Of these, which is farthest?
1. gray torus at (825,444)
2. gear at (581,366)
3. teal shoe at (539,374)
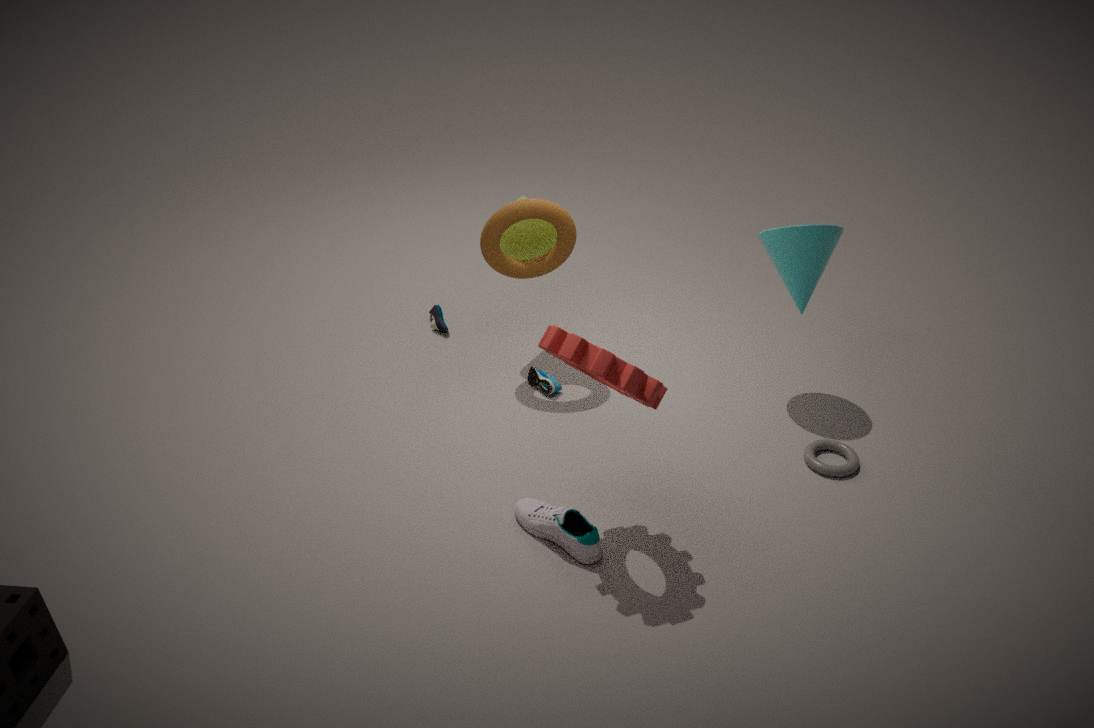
teal shoe at (539,374)
